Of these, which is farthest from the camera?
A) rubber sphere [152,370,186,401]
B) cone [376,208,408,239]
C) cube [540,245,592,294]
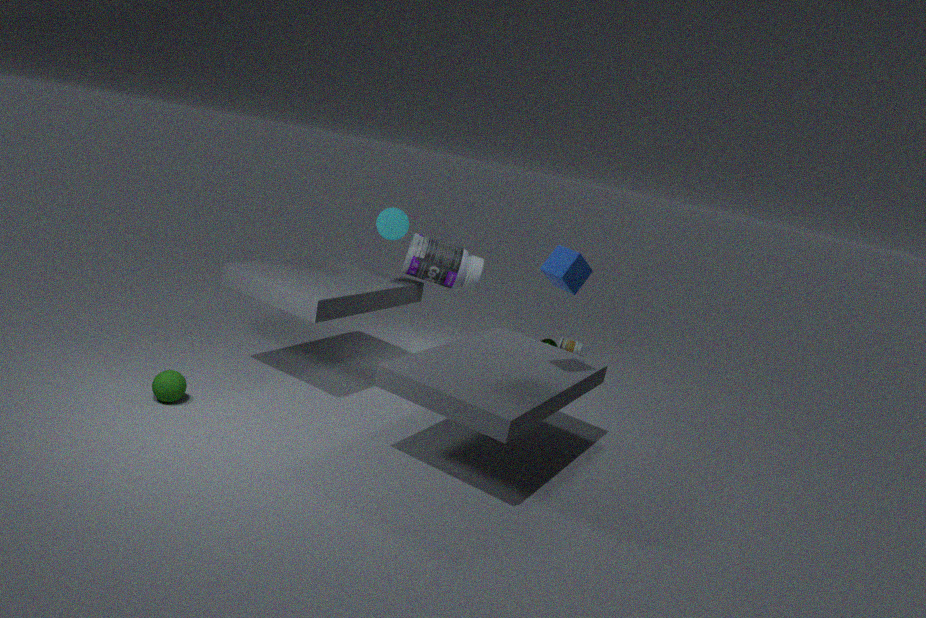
cone [376,208,408,239]
